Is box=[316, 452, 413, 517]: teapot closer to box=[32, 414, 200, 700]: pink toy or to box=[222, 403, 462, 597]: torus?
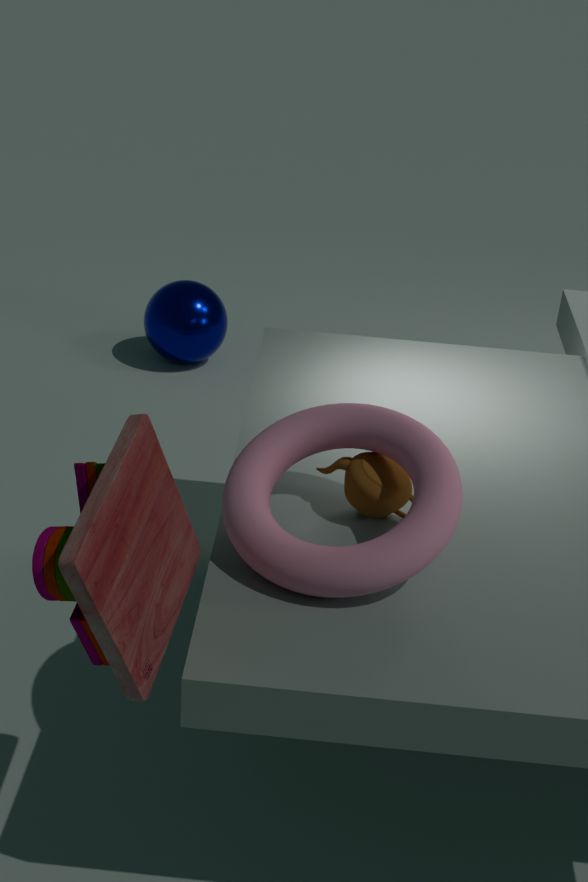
box=[222, 403, 462, 597]: torus
